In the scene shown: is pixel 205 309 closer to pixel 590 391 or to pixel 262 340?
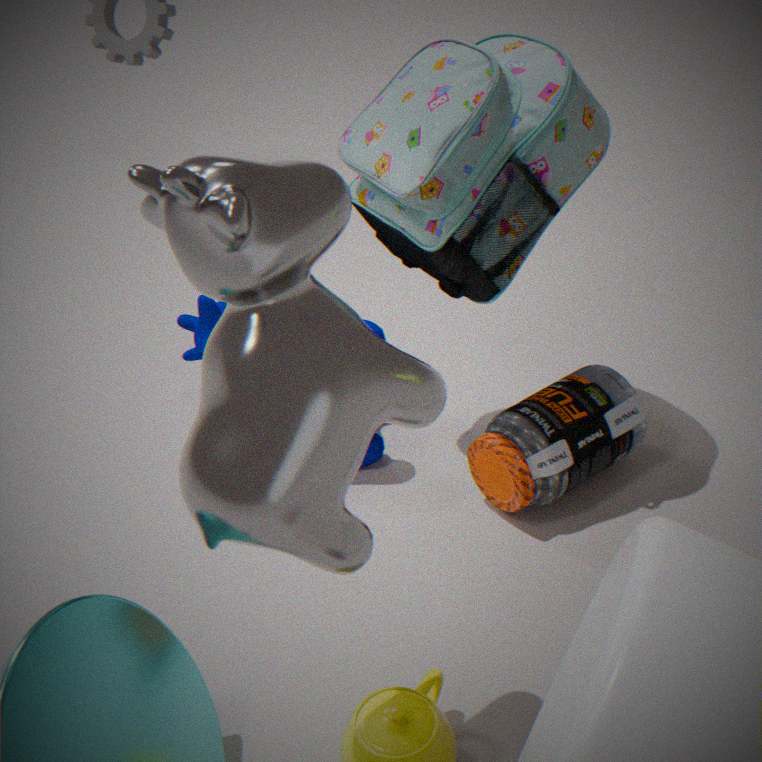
pixel 590 391
